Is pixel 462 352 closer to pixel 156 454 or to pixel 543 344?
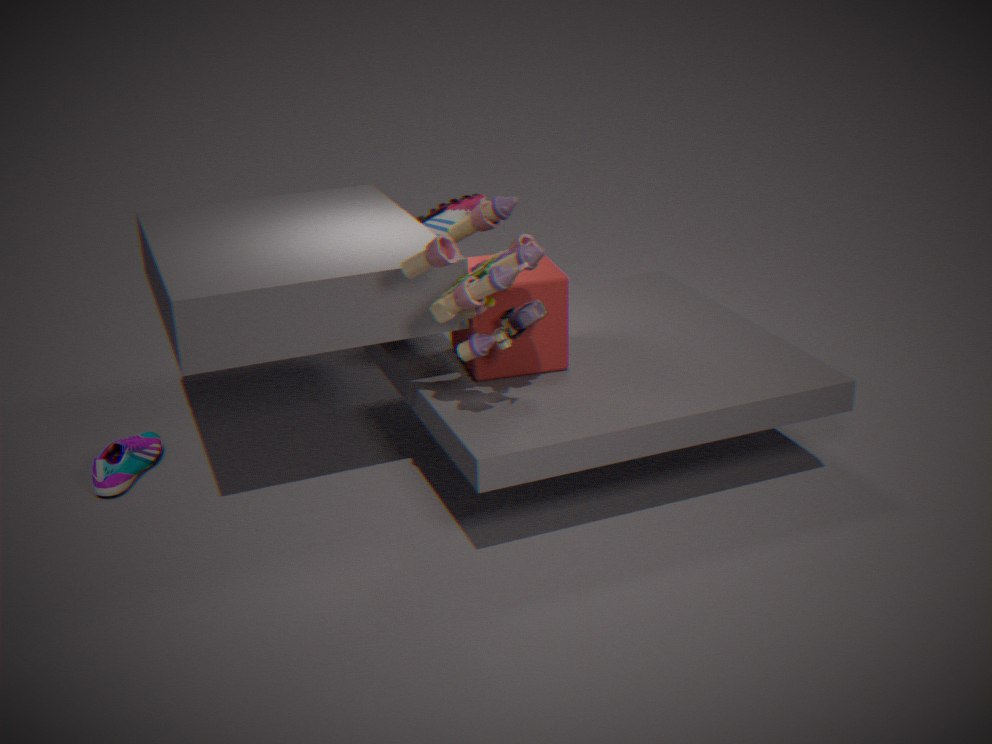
pixel 543 344
